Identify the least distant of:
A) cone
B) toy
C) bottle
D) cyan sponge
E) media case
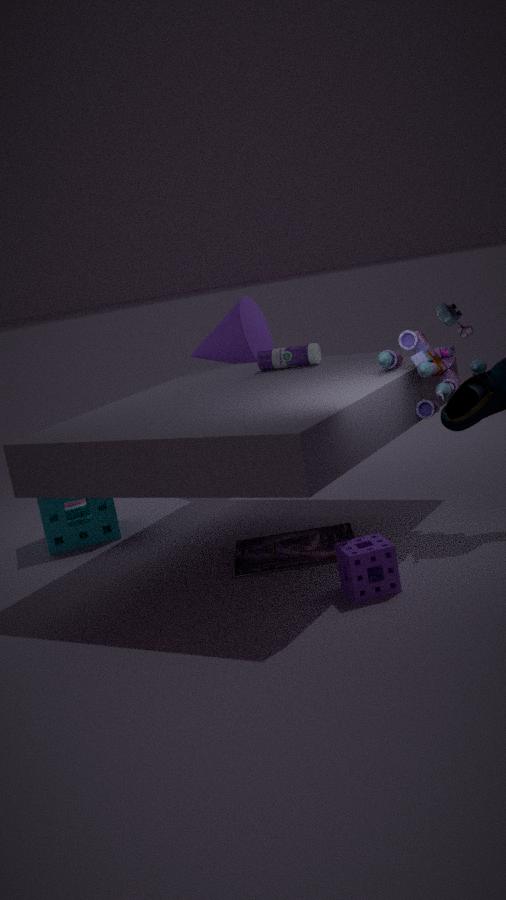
toy
